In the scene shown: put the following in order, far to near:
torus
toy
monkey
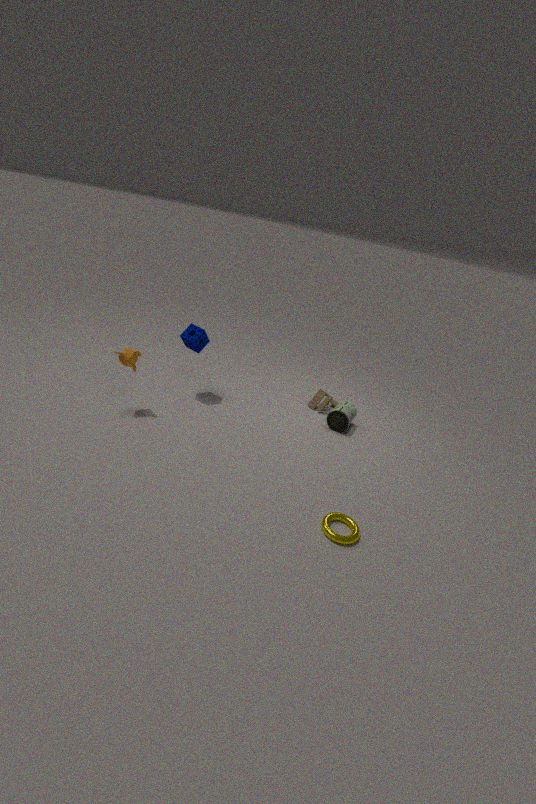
toy
monkey
torus
